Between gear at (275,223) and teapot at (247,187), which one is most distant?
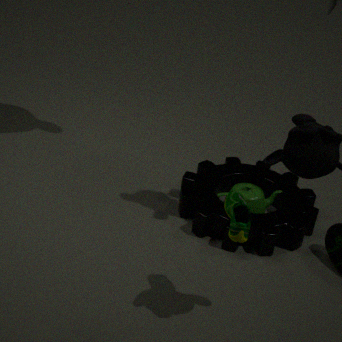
teapot at (247,187)
